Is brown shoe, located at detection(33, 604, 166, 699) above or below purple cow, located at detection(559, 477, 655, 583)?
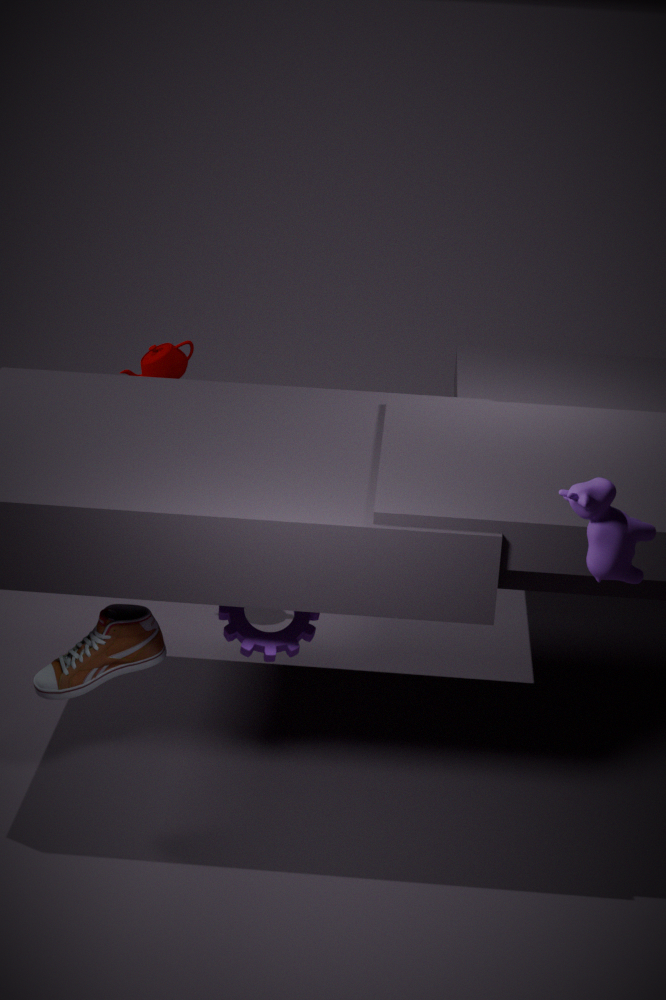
below
